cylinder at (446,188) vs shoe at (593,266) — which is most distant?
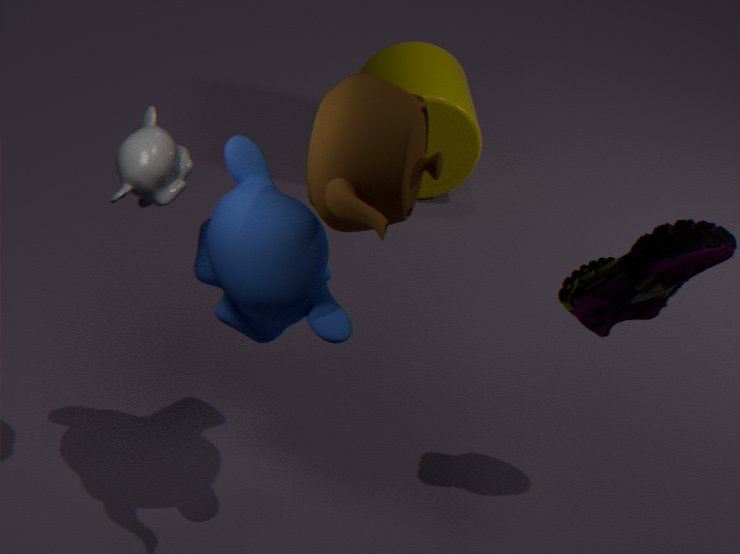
cylinder at (446,188)
